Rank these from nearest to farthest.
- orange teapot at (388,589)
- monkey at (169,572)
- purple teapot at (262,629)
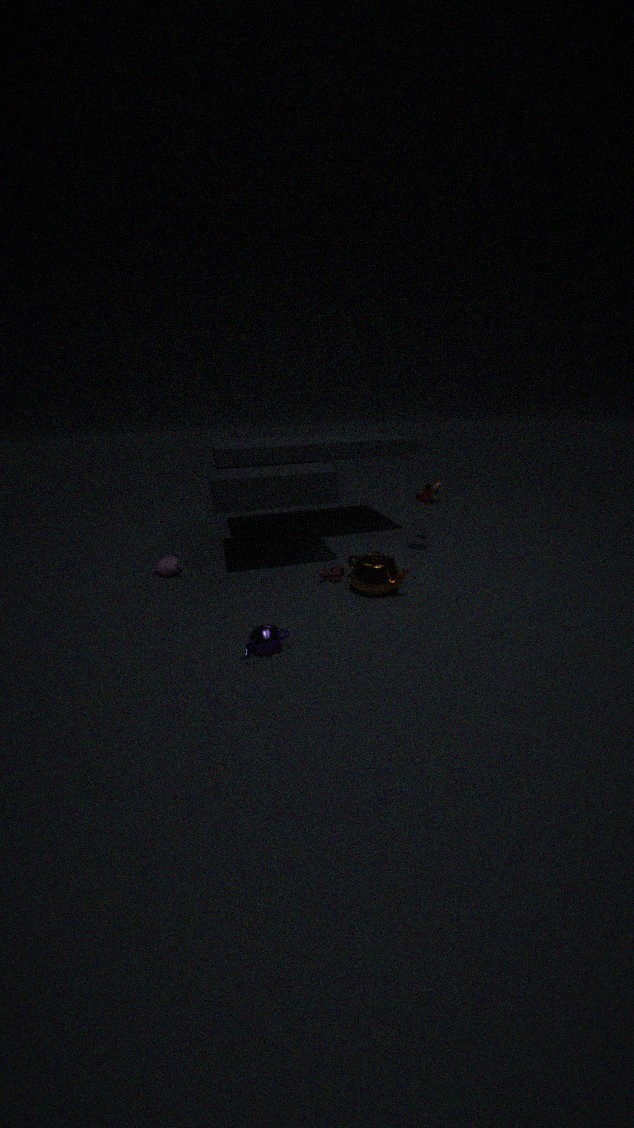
purple teapot at (262,629)
orange teapot at (388,589)
monkey at (169,572)
